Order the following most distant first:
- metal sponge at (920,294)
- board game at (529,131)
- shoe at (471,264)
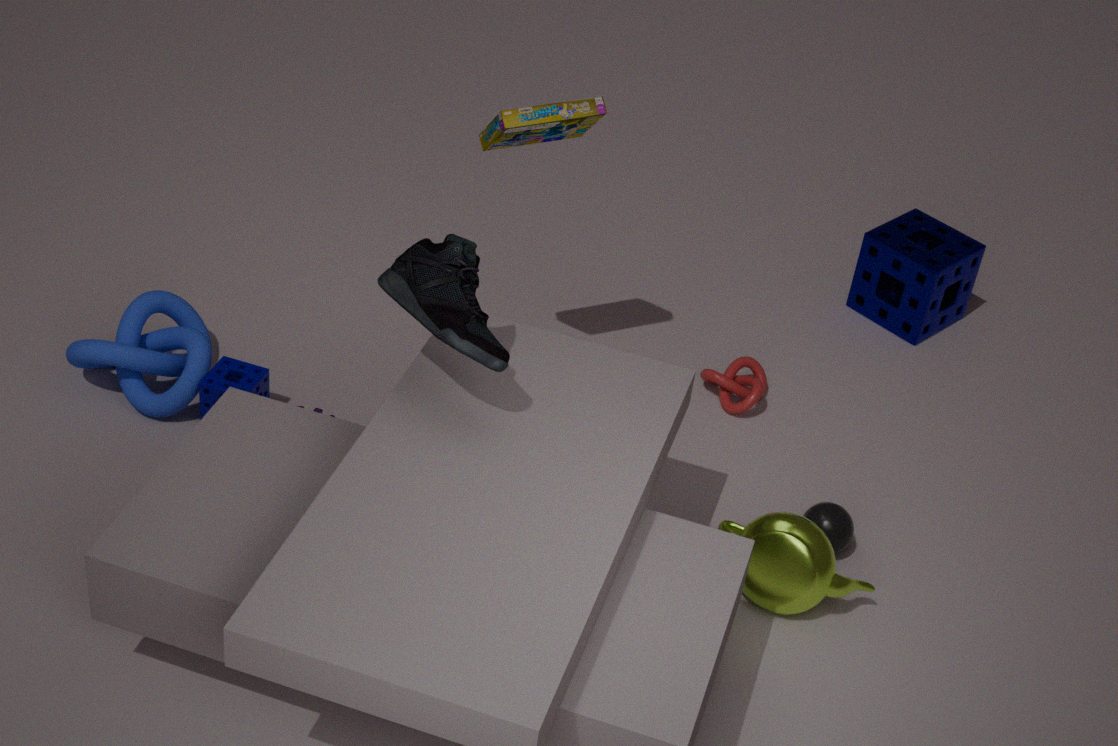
metal sponge at (920,294) < board game at (529,131) < shoe at (471,264)
